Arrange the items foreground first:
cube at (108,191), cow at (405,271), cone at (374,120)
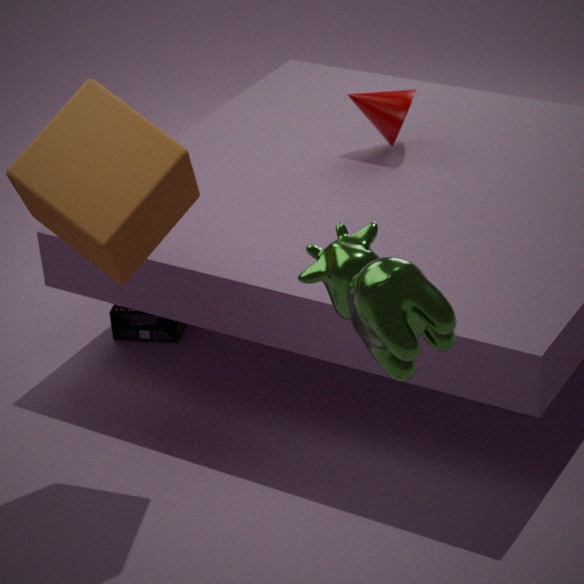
cow at (405,271)
cube at (108,191)
cone at (374,120)
